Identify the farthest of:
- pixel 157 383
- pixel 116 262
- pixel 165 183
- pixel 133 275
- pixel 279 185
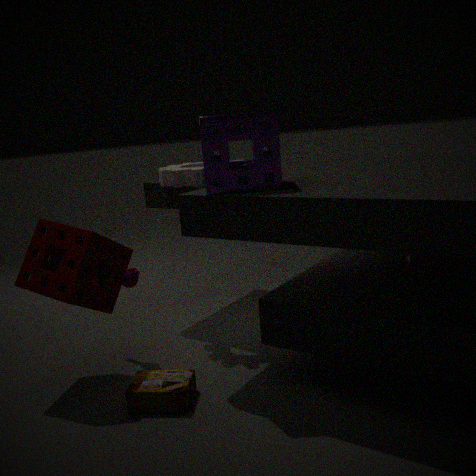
pixel 165 183
